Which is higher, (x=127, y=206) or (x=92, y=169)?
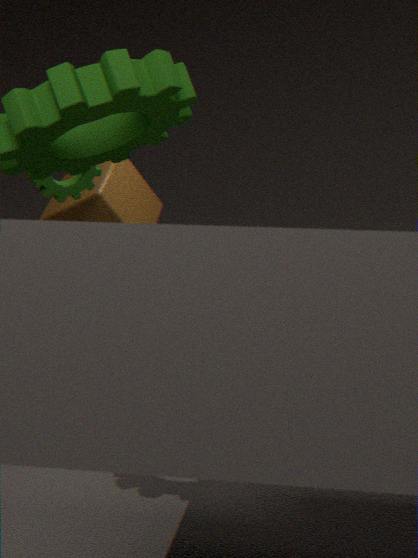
(x=92, y=169)
